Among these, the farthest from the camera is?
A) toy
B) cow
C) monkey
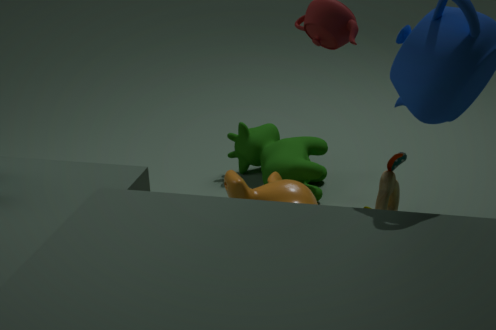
cow
